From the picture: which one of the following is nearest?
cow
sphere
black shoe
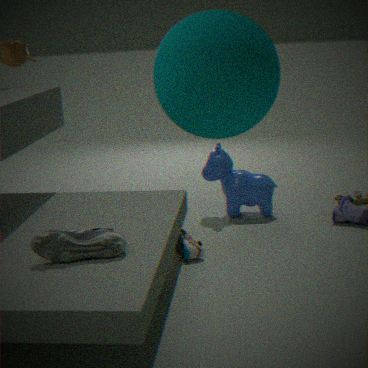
sphere
